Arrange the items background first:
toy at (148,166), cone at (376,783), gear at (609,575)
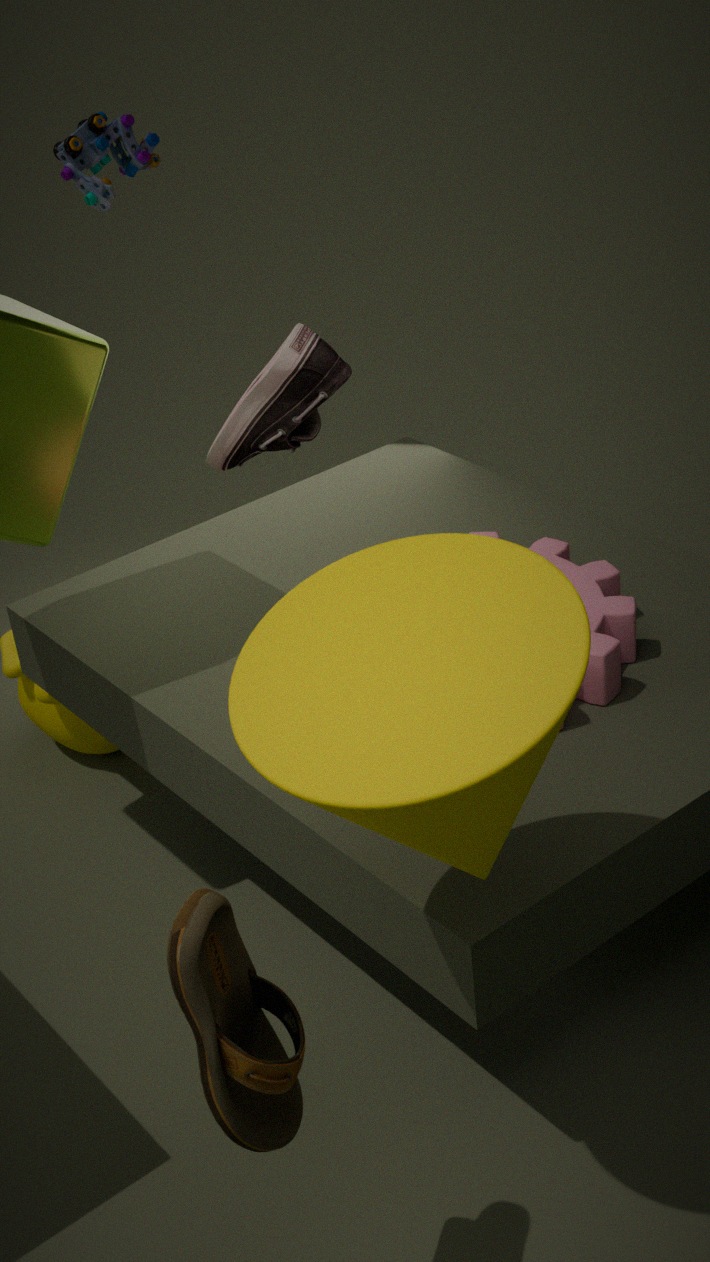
toy at (148,166) < gear at (609,575) < cone at (376,783)
